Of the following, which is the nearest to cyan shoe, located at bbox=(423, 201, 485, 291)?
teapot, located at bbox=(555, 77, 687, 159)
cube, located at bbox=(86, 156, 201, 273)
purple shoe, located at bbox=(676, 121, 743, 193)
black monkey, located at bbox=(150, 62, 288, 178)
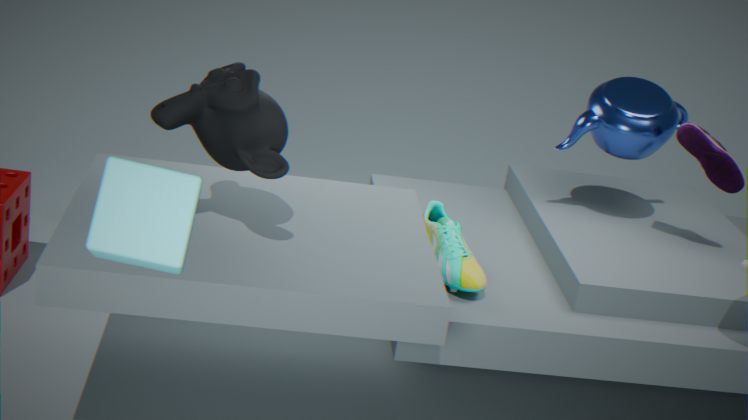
teapot, located at bbox=(555, 77, 687, 159)
